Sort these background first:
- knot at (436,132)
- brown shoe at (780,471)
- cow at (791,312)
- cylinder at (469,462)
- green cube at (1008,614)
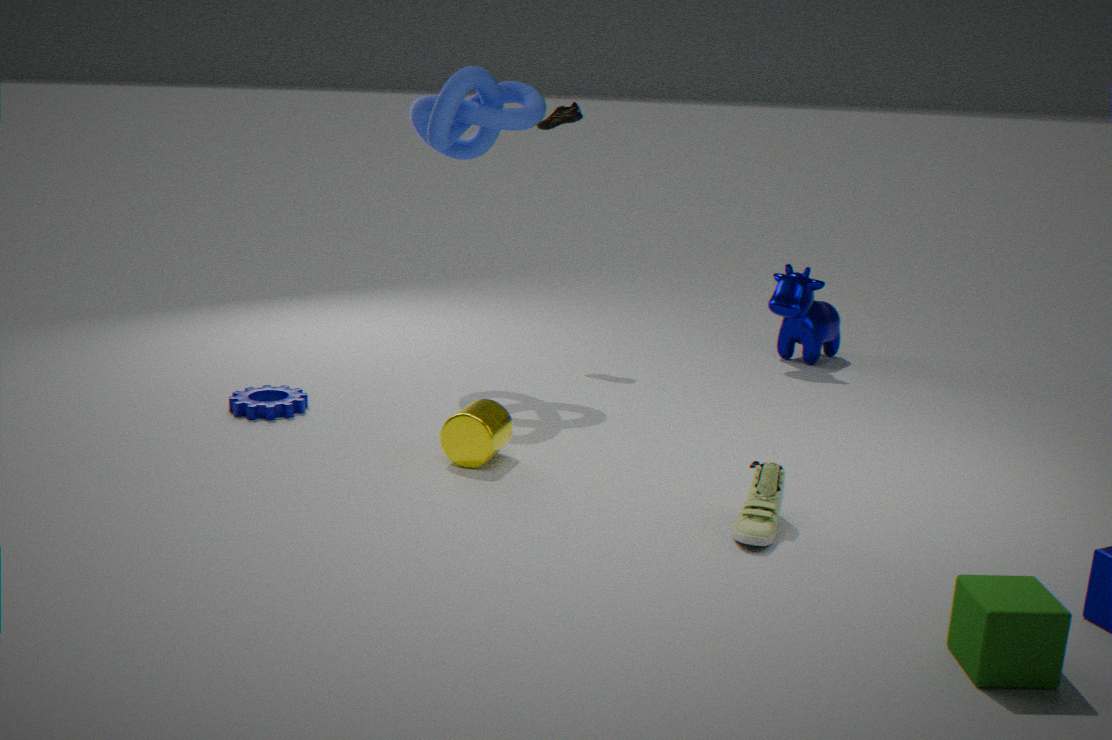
cow at (791,312) < knot at (436,132) < cylinder at (469,462) < brown shoe at (780,471) < green cube at (1008,614)
